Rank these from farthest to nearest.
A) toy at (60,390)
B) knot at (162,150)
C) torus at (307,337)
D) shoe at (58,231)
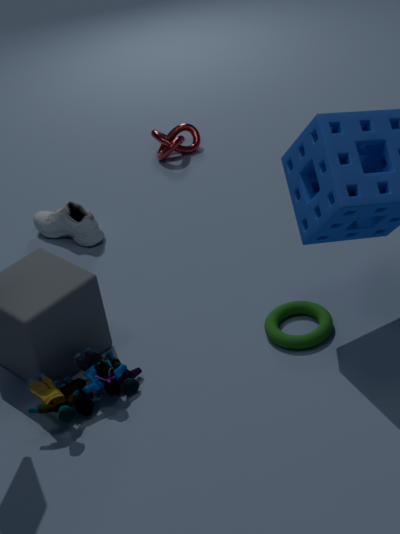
knot at (162,150) < shoe at (58,231) < torus at (307,337) < toy at (60,390)
